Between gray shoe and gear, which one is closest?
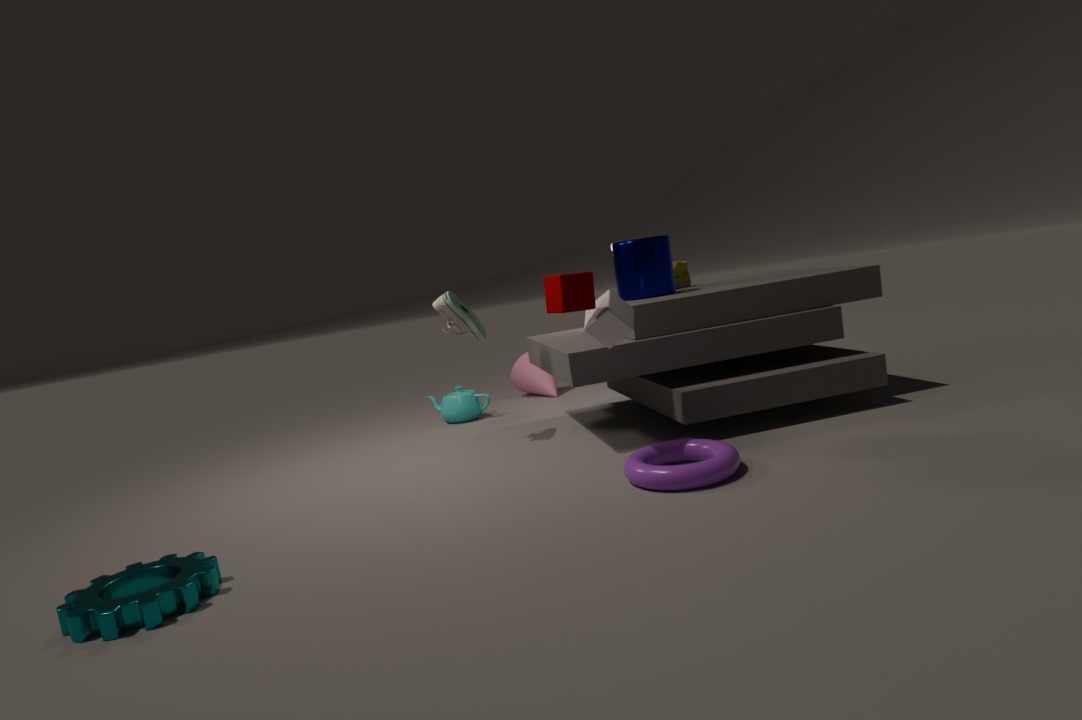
gear
